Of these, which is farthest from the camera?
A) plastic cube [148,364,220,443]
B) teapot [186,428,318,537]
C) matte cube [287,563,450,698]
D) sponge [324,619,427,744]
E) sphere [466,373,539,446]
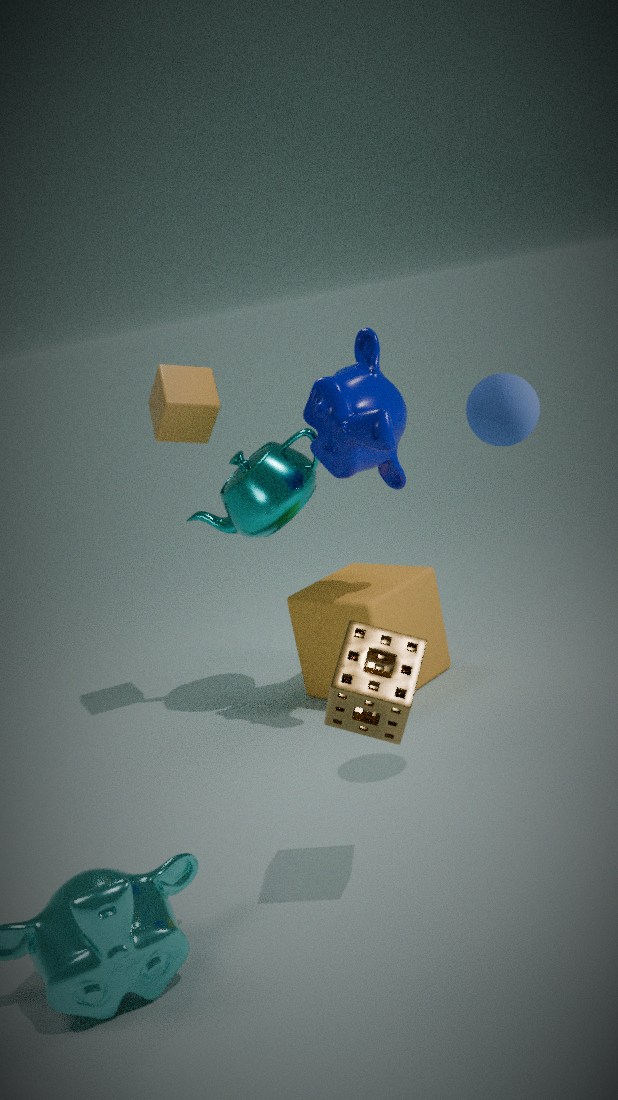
plastic cube [148,364,220,443]
